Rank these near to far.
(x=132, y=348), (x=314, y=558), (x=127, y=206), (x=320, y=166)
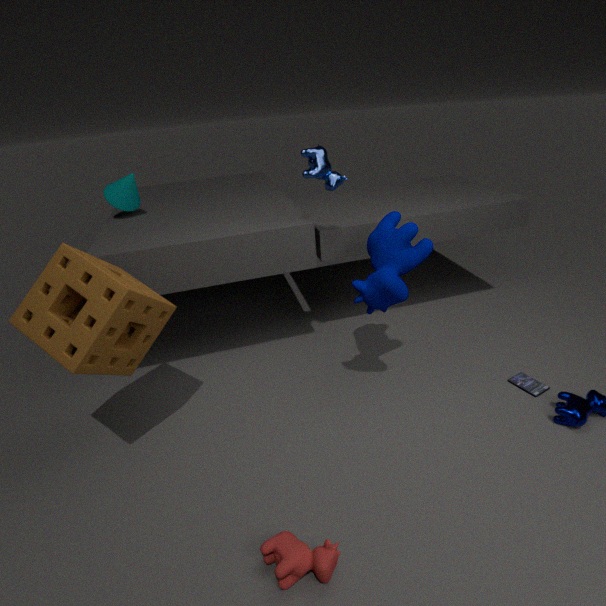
(x=314, y=558)
(x=132, y=348)
(x=320, y=166)
(x=127, y=206)
